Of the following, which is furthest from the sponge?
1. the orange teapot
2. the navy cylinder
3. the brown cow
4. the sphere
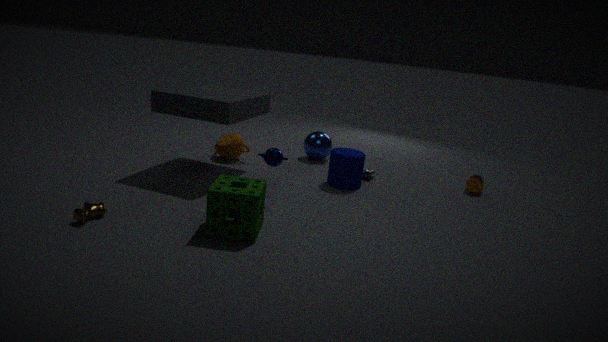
the sphere
